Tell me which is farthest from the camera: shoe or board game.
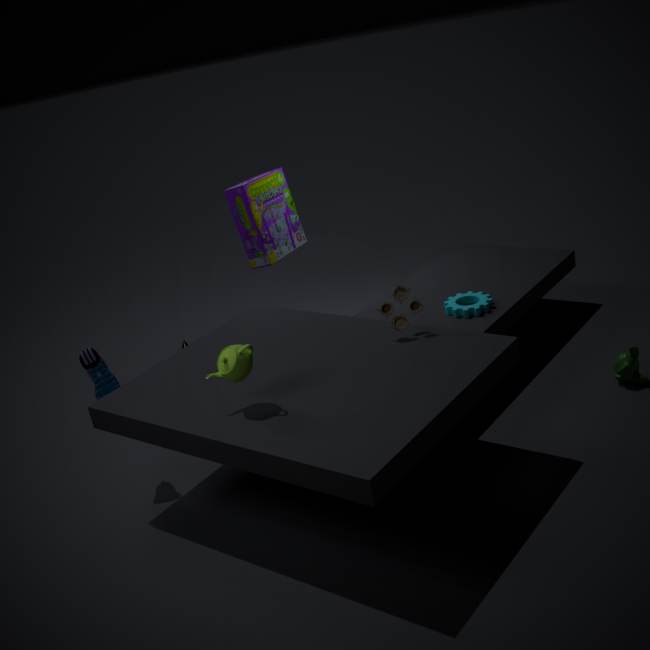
board game
